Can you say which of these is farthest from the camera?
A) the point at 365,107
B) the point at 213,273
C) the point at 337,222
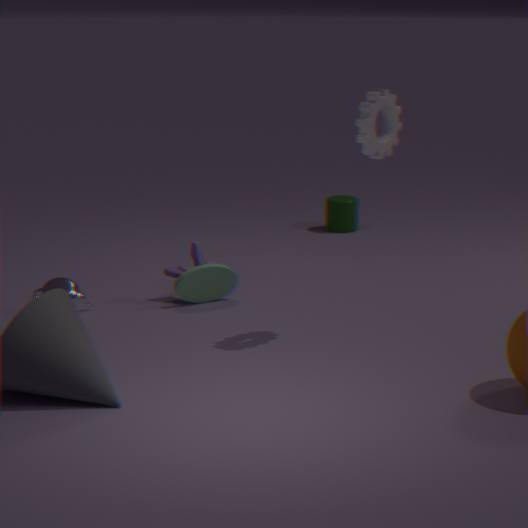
the point at 337,222
